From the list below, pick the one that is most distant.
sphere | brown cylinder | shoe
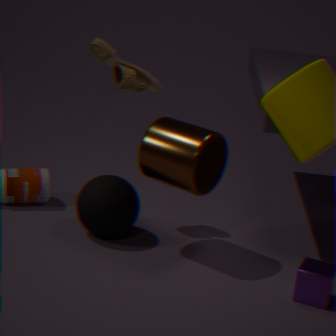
shoe
